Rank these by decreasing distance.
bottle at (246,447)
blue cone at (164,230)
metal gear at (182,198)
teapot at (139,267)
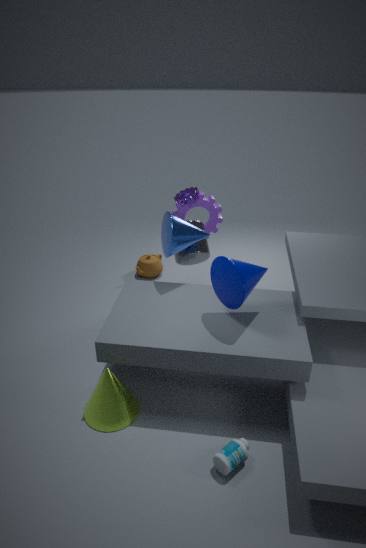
teapot at (139,267)
metal gear at (182,198)
blue cone at (164,230)
bottle at (246,447)
